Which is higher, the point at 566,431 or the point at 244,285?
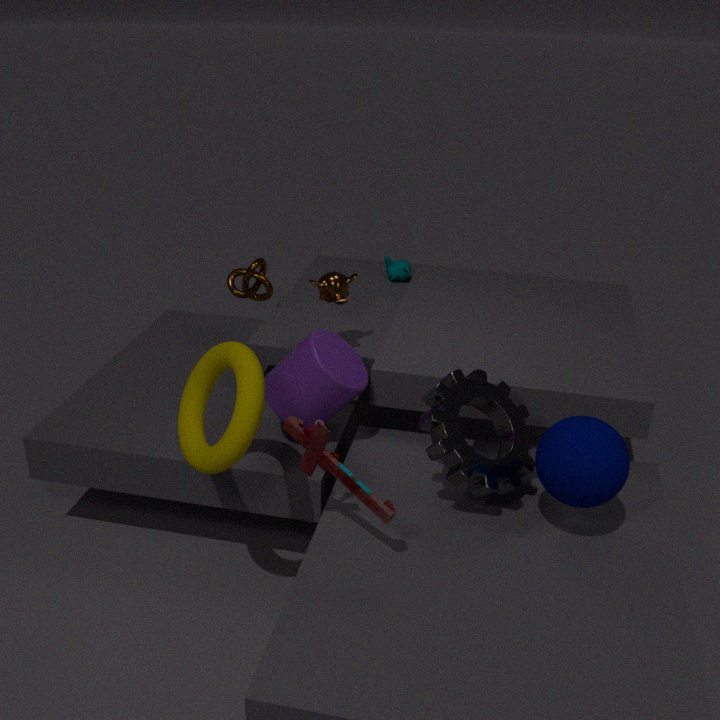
the point at 244,285
